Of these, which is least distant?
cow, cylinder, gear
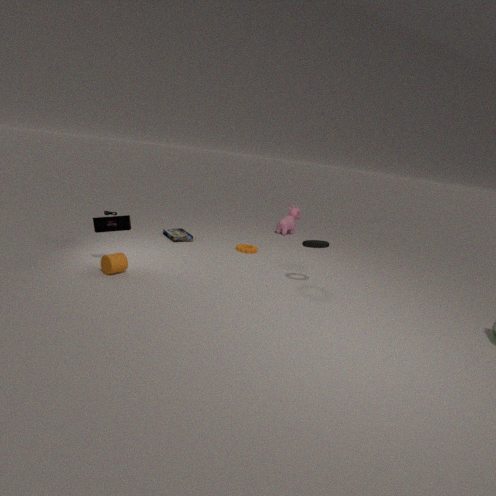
cylinder
